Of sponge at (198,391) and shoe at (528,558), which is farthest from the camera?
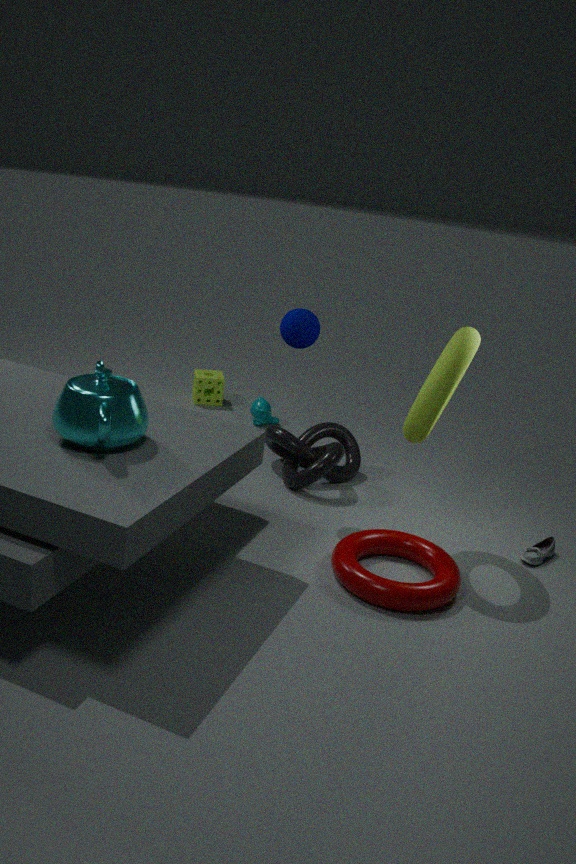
sponge at (198,391)
